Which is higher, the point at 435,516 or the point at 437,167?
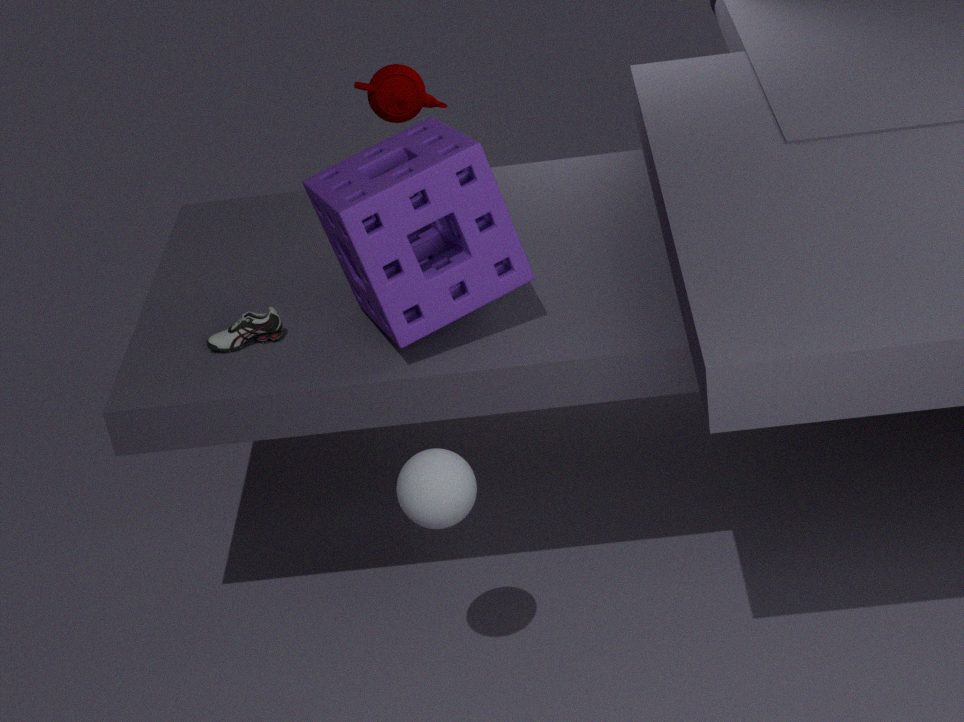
the point at 437,167
